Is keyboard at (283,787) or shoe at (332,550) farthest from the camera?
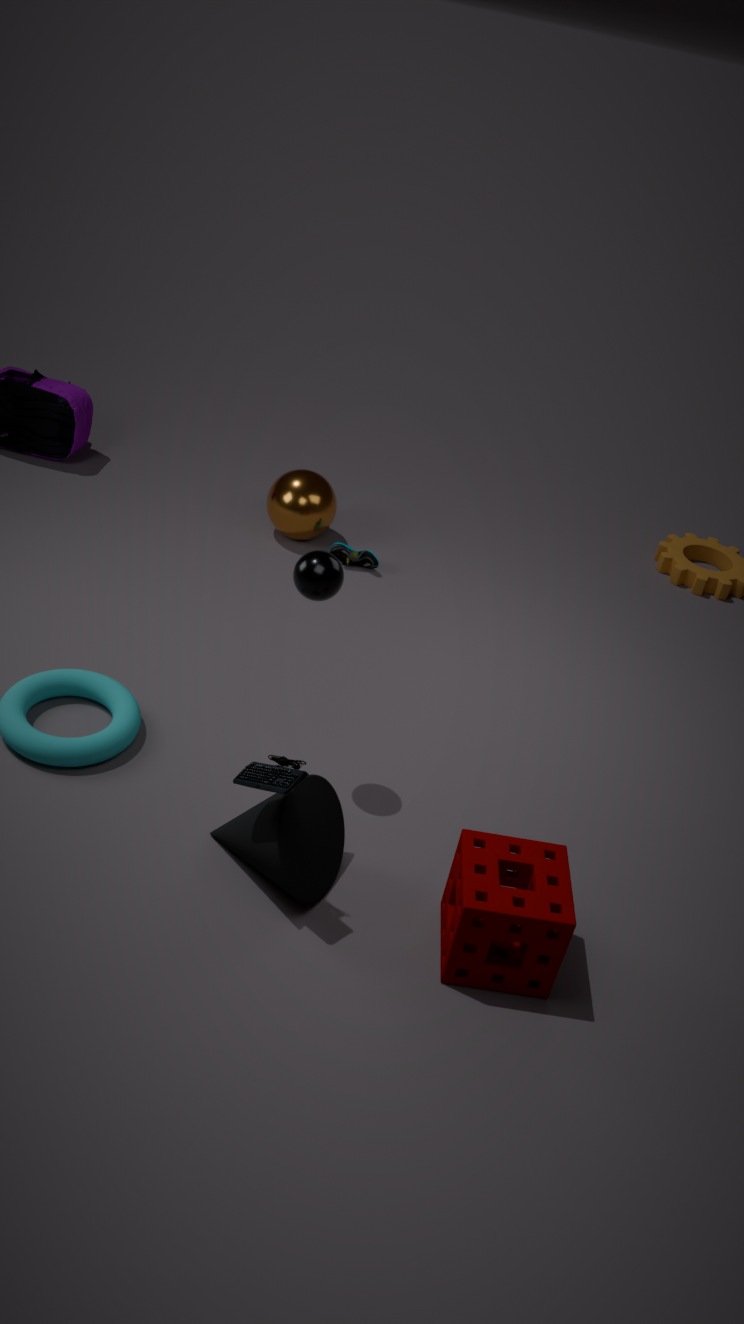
shoe at (332,550)
